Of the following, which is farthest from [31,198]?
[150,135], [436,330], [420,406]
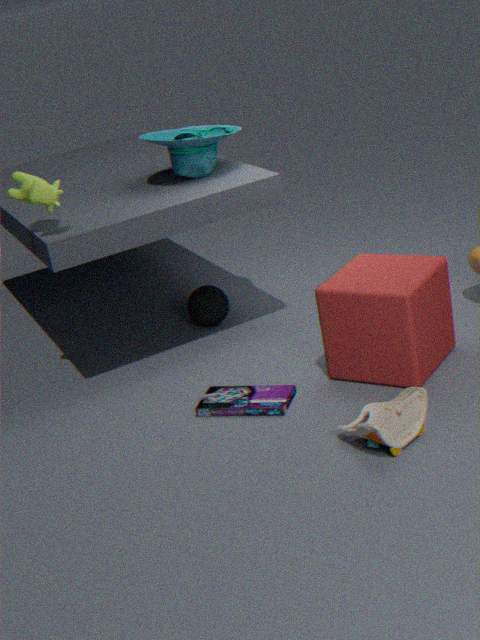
[420,406]
